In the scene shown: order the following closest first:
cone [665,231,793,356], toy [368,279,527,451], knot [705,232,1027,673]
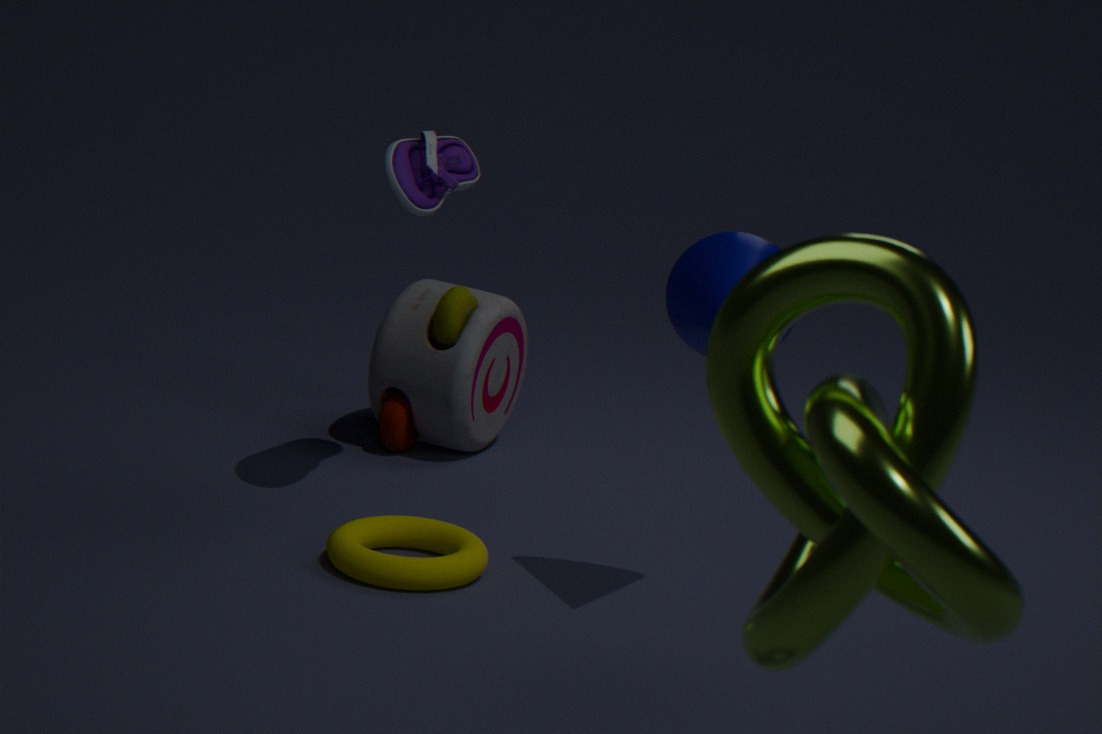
knot [705,232,1027,673]
cone [665,231,793,356]
toy [368,279,527,451]
